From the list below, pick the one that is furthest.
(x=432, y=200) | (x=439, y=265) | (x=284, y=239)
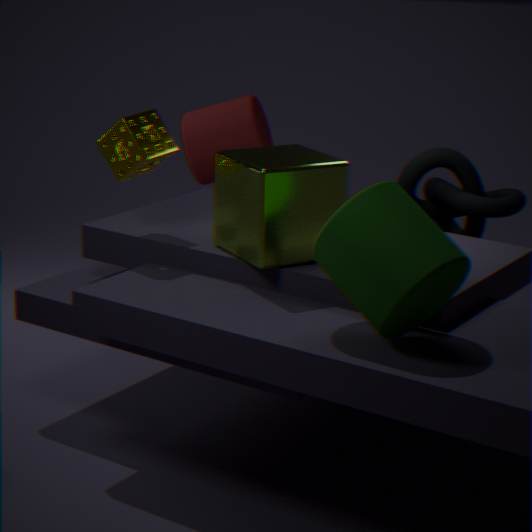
(x=432, y=200)
